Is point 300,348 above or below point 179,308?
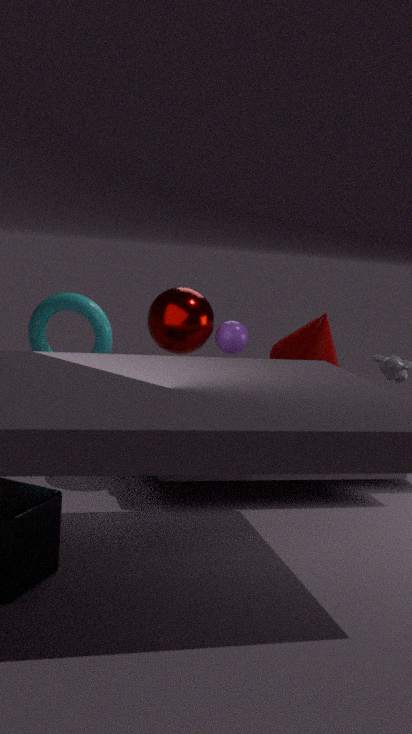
below
